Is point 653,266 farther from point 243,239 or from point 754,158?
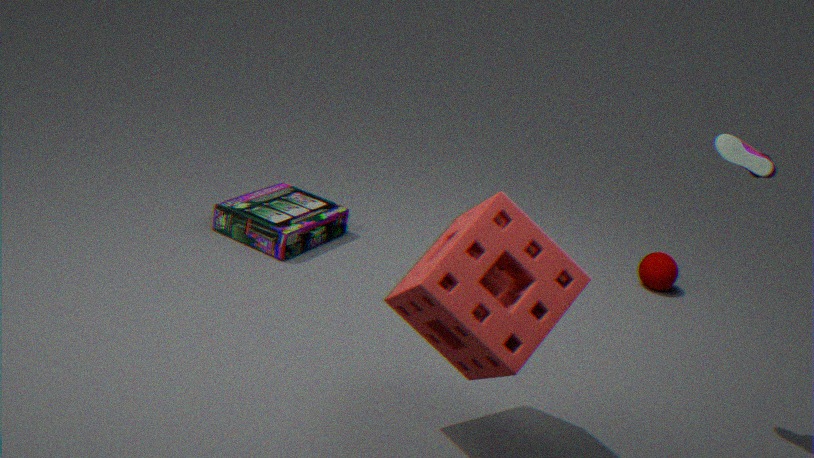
point 243,239
